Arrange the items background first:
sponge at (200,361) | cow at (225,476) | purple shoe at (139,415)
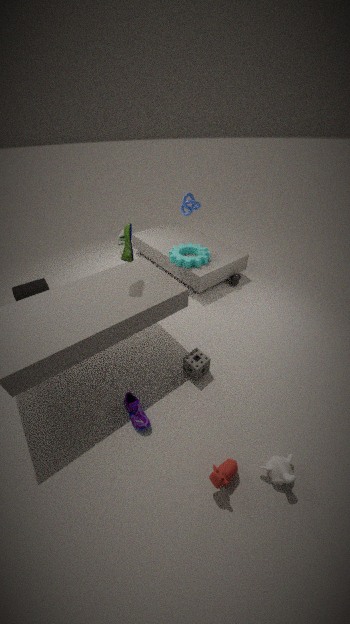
sponge at (200,361)
purple shoe at (139,415)
cow at (225,476)
